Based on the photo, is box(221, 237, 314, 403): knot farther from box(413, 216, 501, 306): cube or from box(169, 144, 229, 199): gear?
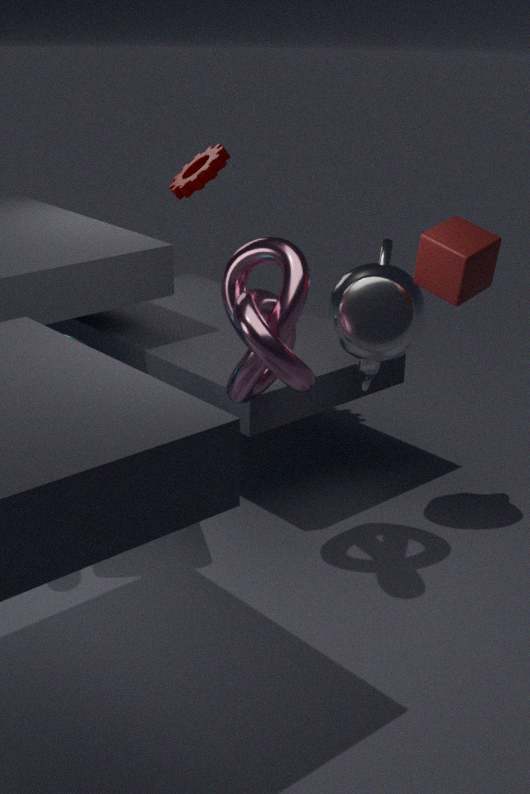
box(169, 144, 229, 199): gear
